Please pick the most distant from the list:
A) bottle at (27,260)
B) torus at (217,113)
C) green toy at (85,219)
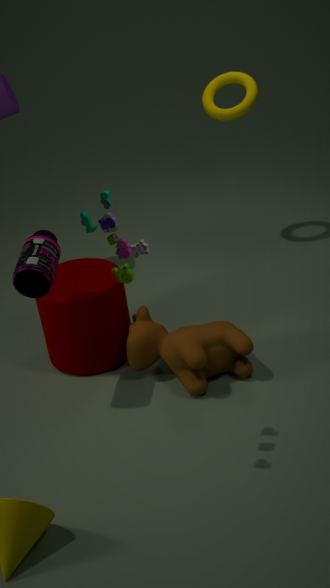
torus at (217,113)
